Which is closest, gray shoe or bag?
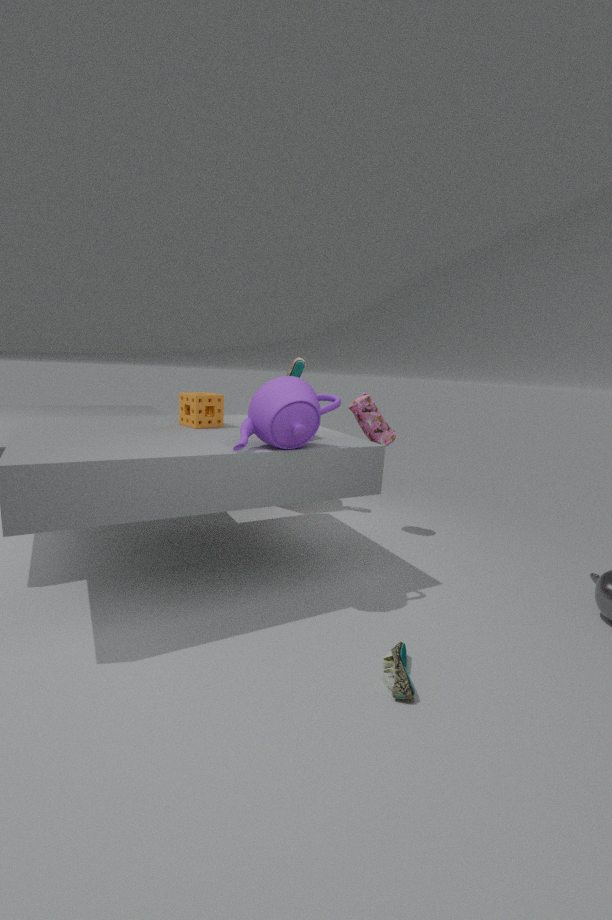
gray shoe
